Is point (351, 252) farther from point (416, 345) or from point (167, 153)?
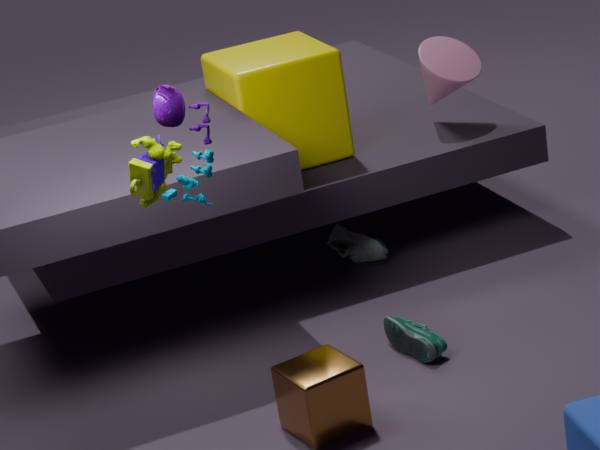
point (167, 153)
